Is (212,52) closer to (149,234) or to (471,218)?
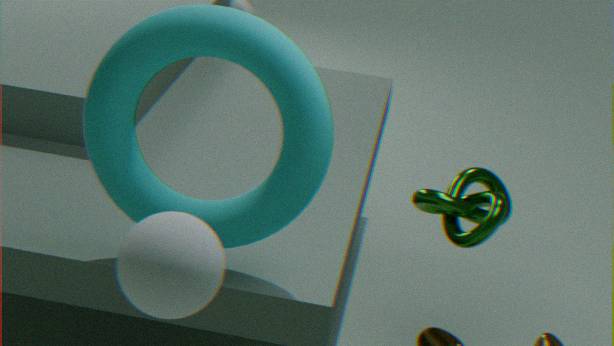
(149,234)
